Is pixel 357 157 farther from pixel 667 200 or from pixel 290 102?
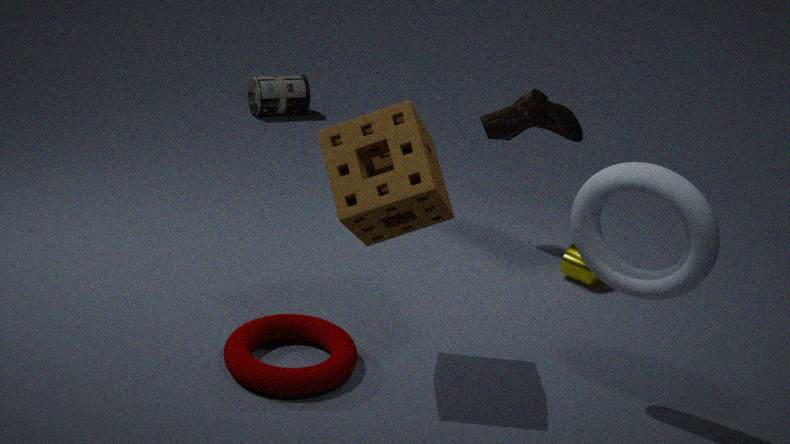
pixel 290 102
